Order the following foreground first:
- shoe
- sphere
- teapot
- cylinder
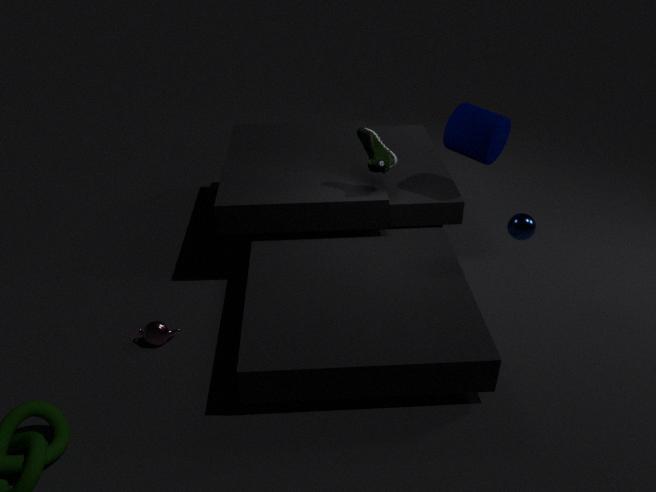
sphere < teapot < shoe < cylinder
